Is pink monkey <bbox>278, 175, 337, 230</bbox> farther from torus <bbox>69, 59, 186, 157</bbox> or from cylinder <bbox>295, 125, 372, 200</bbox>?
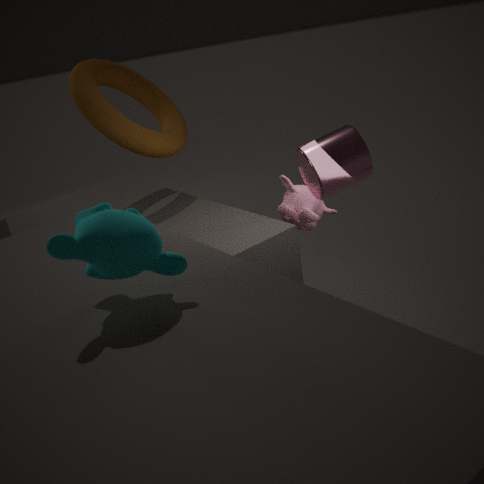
torus <bbox>69, 59, 186, 157</bbox>
